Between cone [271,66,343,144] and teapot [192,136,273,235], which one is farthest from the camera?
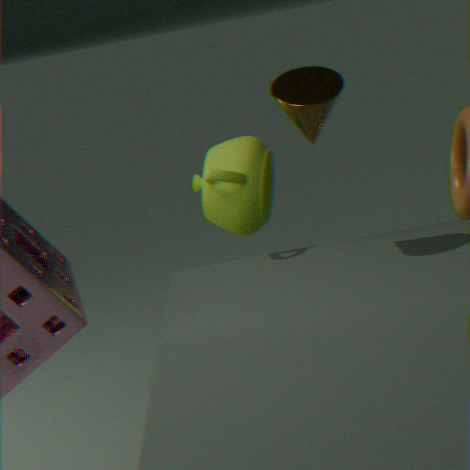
teapot [192,136,273,235]
